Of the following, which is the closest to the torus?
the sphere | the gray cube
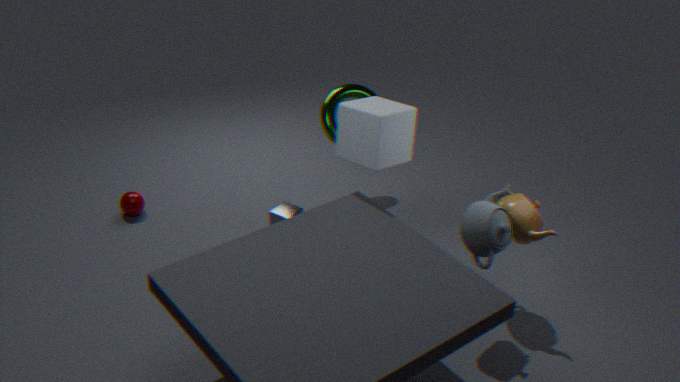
the gray cube
